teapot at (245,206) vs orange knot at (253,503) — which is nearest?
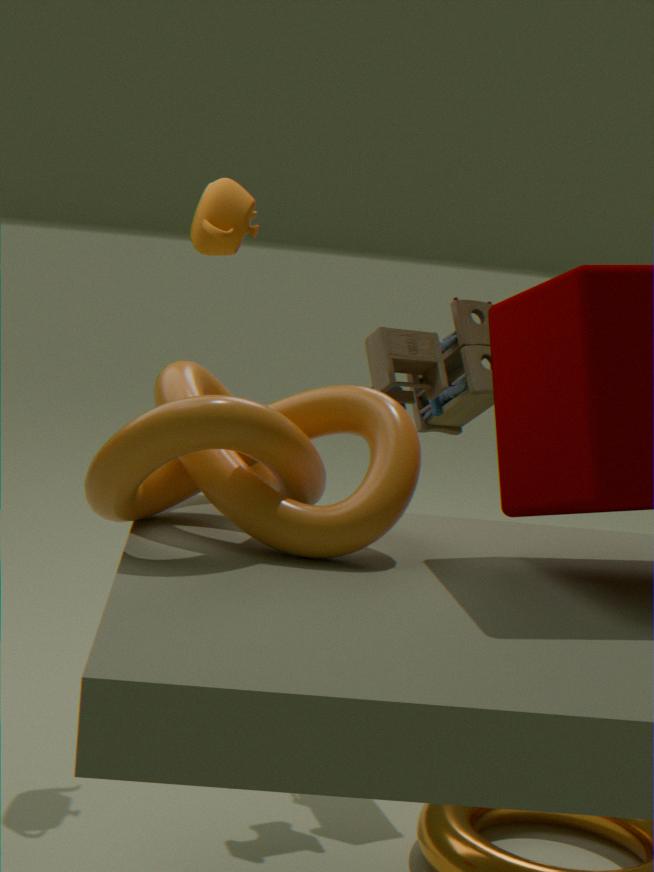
orange knot at (253,503)
